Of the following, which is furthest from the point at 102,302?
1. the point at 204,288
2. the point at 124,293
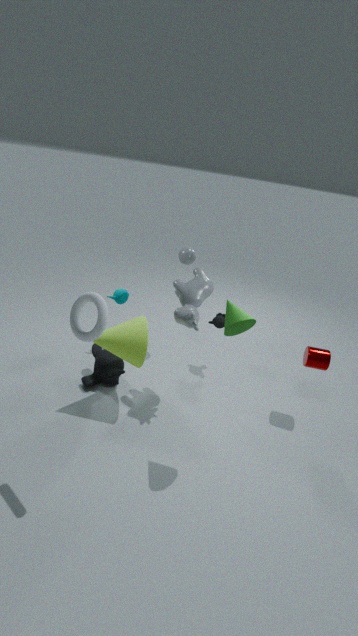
the point at 124,293
